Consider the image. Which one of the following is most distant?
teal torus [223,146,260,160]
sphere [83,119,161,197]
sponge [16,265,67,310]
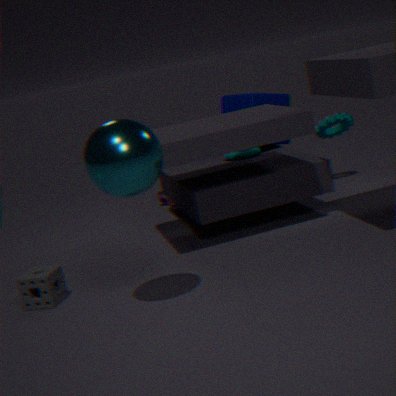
teal torus [223,146,260,160]
